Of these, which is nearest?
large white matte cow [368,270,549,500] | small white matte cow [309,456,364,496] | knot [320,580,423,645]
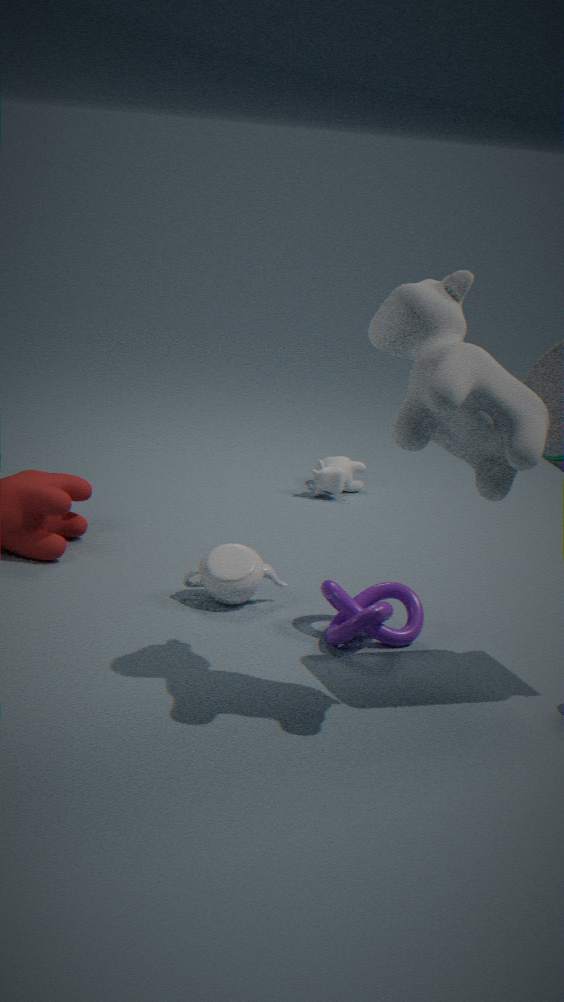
large white matte cow [368,270,549,500]
